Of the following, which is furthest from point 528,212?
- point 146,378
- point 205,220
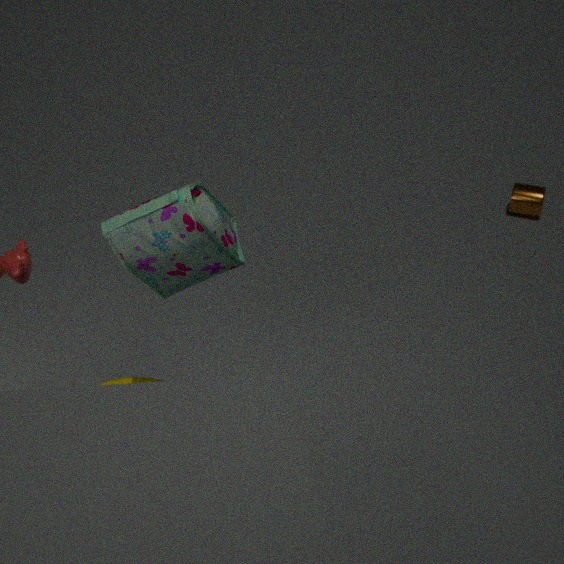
point 205,220
